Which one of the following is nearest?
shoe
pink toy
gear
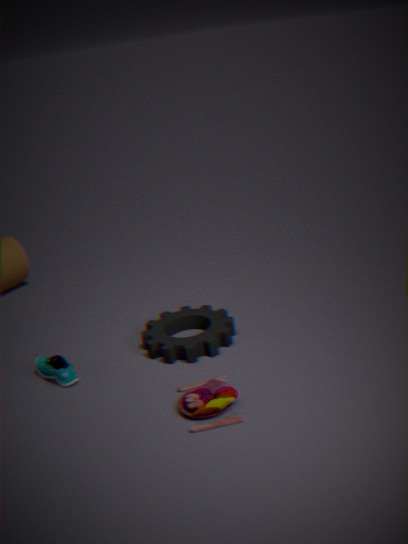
pink toy
